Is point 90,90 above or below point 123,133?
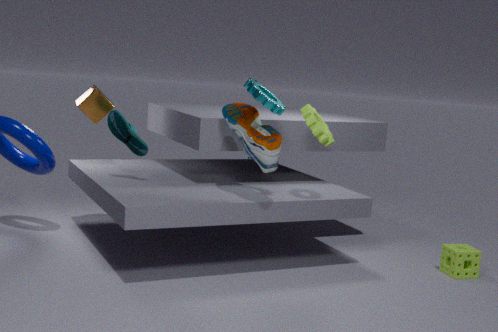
above
